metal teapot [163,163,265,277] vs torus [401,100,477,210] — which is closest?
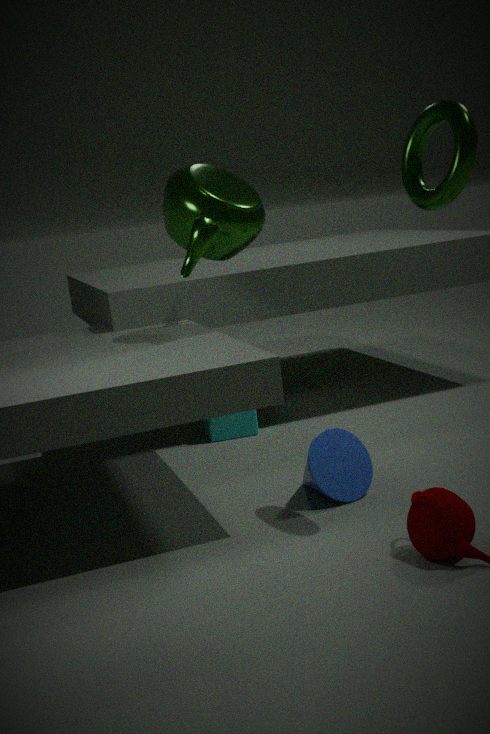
torus [401,100,477,210]
